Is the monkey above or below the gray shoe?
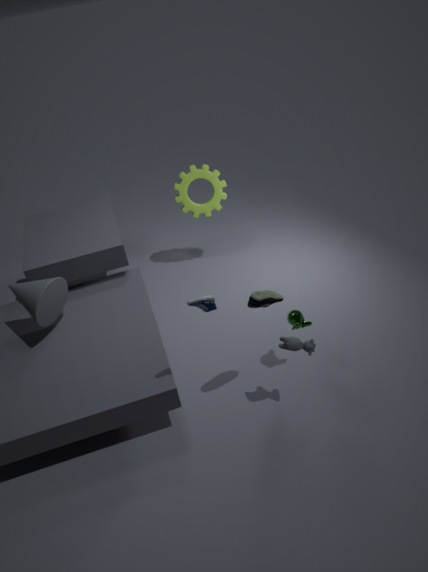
below
